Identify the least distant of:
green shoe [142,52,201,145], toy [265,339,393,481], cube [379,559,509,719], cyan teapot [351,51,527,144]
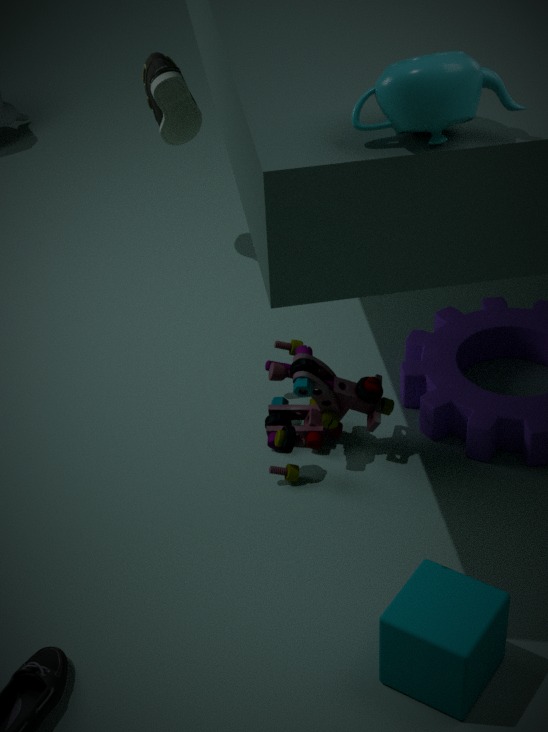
cyan teapot [351,51,527,144]
